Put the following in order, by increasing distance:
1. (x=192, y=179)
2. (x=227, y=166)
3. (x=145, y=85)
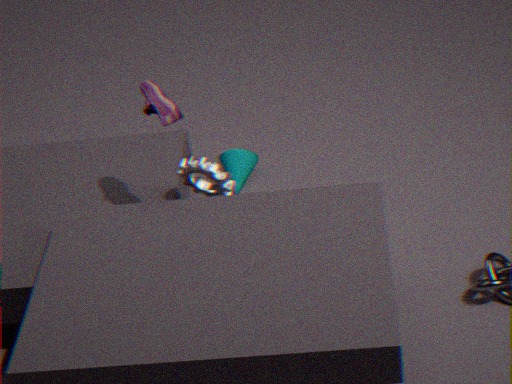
(x=145, y=85) → (x=192, y=179) → (x=227, y=166)
